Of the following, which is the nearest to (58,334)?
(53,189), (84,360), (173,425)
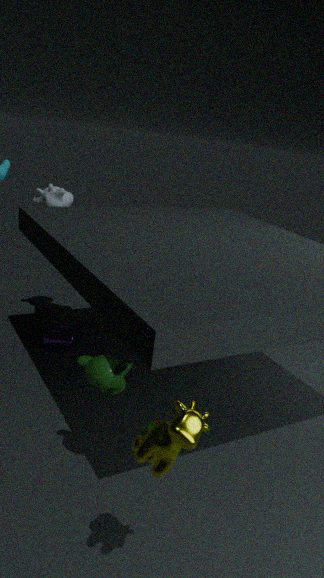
(53,189)
